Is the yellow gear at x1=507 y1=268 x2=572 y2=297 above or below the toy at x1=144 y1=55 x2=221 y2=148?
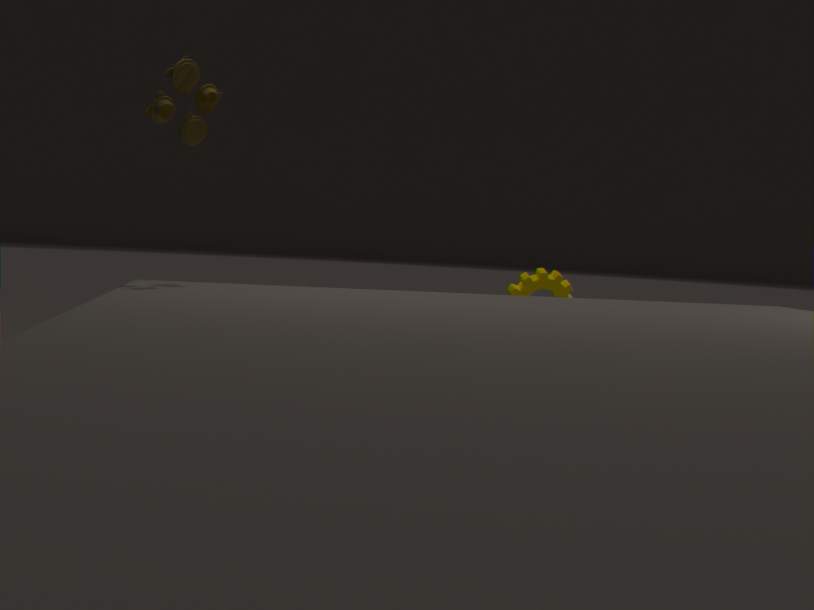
below
